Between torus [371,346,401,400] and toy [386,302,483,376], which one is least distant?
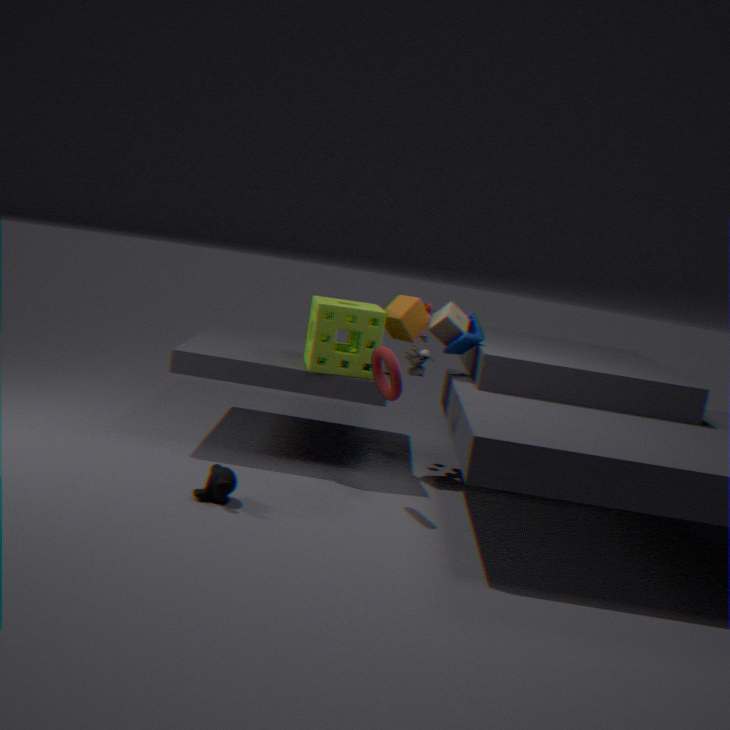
torus [371,346,401,400]
